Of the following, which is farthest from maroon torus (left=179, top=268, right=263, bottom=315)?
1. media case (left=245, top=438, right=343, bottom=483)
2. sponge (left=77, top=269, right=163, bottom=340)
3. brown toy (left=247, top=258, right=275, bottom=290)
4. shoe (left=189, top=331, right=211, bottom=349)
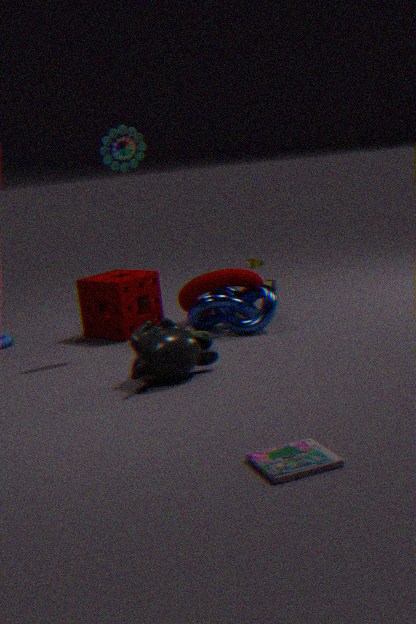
media case (left=245, top=438, right=343, bottom=483)
